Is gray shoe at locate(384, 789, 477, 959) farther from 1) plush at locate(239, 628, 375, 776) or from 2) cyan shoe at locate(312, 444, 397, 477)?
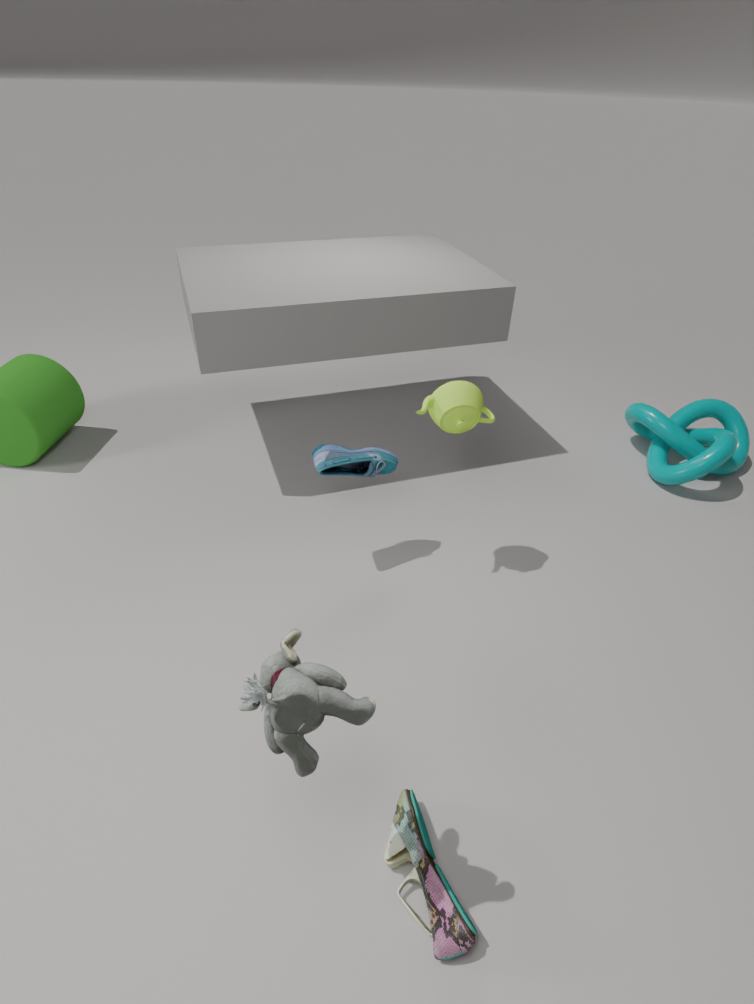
2) cyan shoe at locate(312, 444, 397, 477)
